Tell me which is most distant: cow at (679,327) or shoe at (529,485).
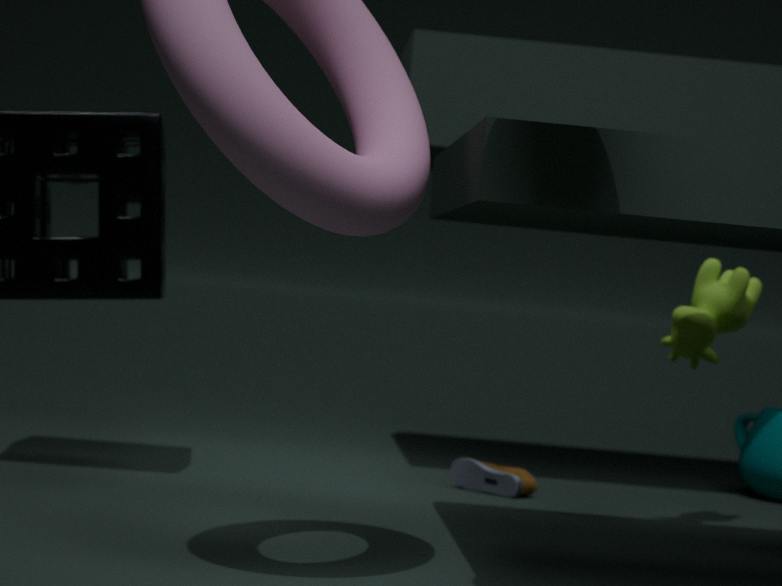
shoe at (529,485)
